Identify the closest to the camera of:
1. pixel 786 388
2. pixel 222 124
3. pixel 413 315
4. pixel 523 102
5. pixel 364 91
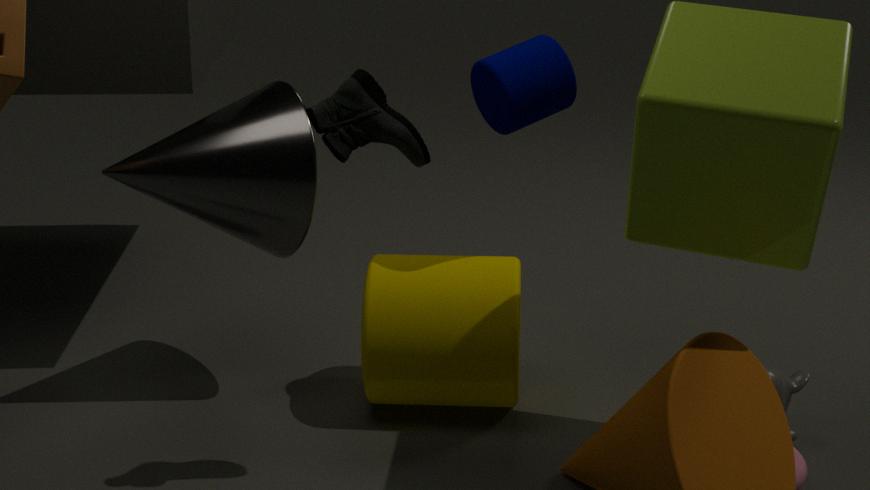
pixel 364 91
